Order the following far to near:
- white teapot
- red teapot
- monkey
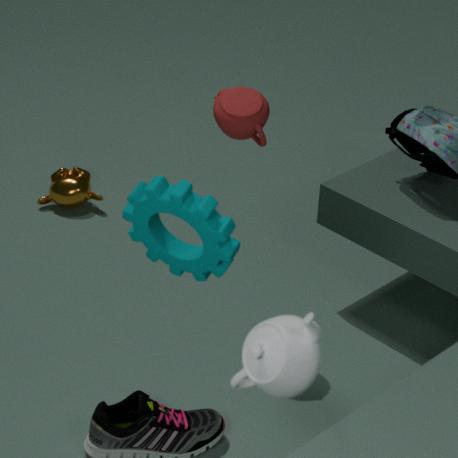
monkey, red teapot, white teapot
